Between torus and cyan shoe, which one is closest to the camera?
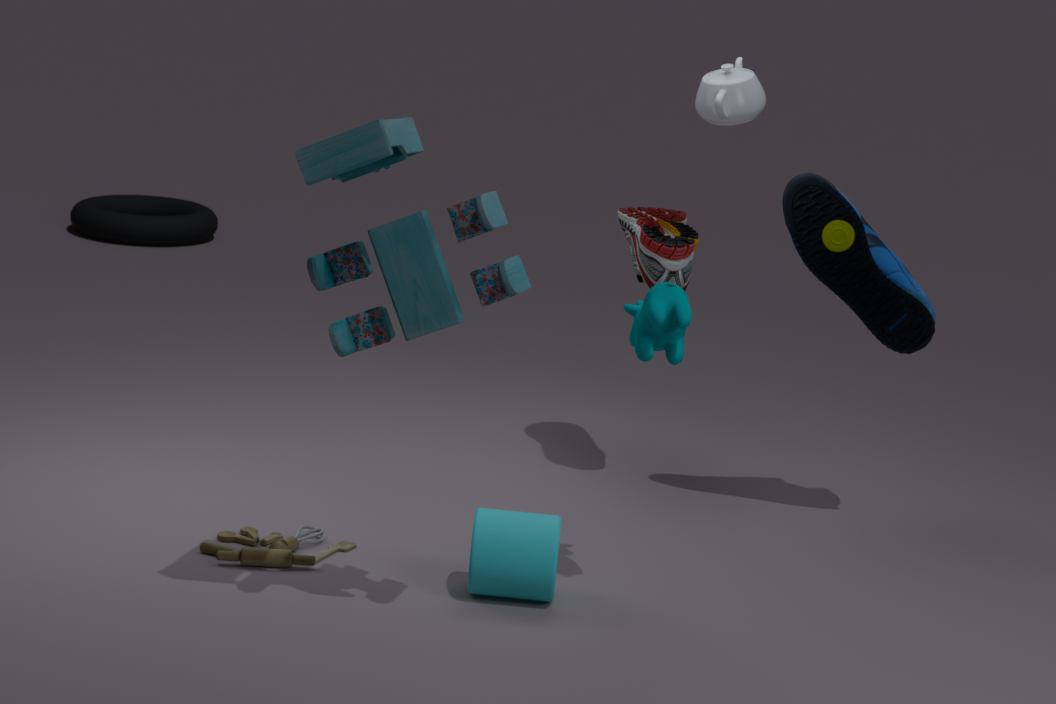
cyan shoe
